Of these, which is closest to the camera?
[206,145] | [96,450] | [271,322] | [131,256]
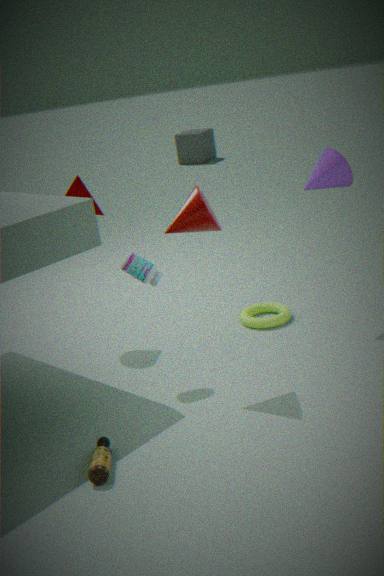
[96,450]
